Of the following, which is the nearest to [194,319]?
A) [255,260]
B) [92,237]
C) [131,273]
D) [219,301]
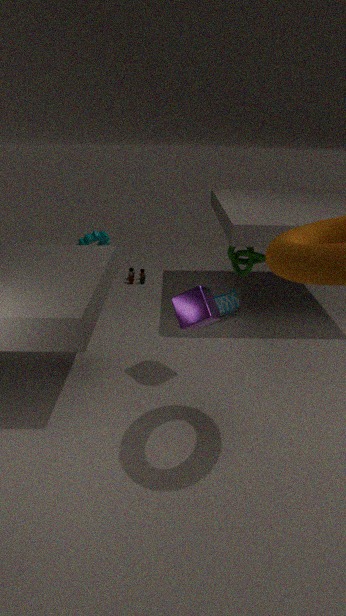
[255,260]
